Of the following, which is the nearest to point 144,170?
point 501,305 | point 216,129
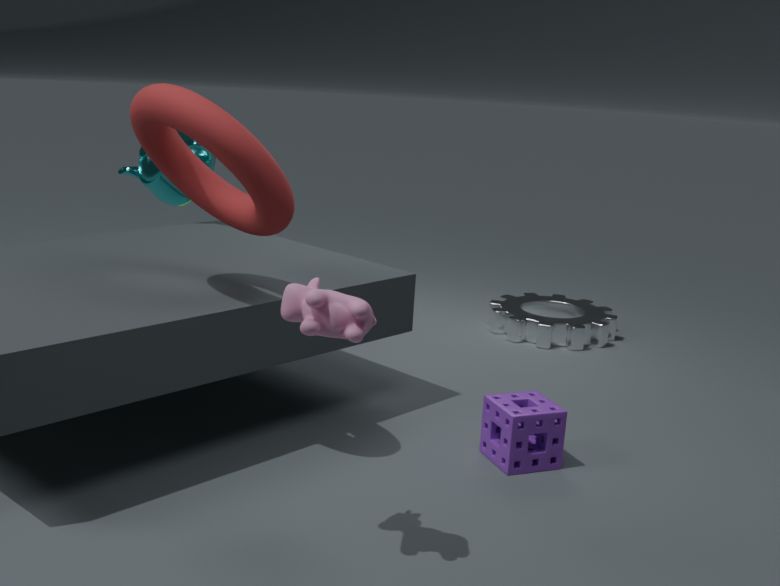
point 216,129
